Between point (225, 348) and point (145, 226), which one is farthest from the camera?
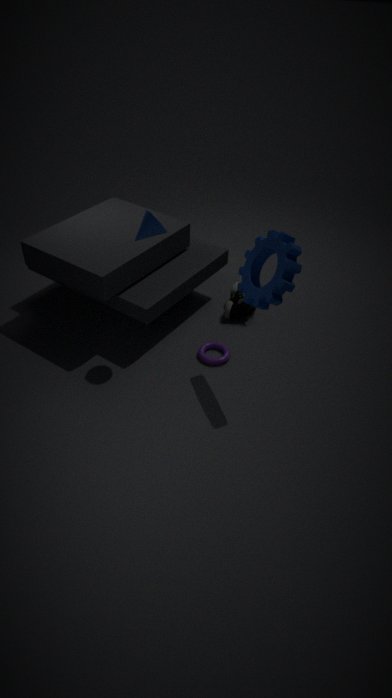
point (225, 348)
